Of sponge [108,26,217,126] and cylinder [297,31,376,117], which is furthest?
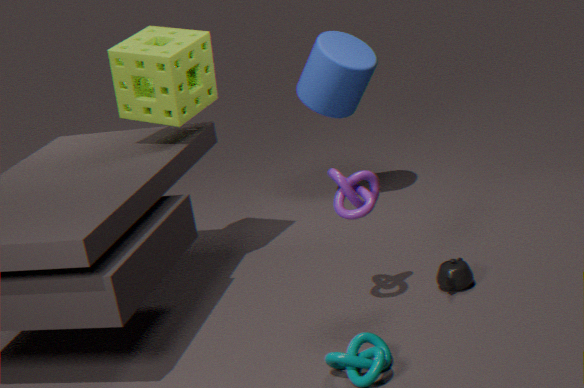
cylinder [297,31,376,117]
